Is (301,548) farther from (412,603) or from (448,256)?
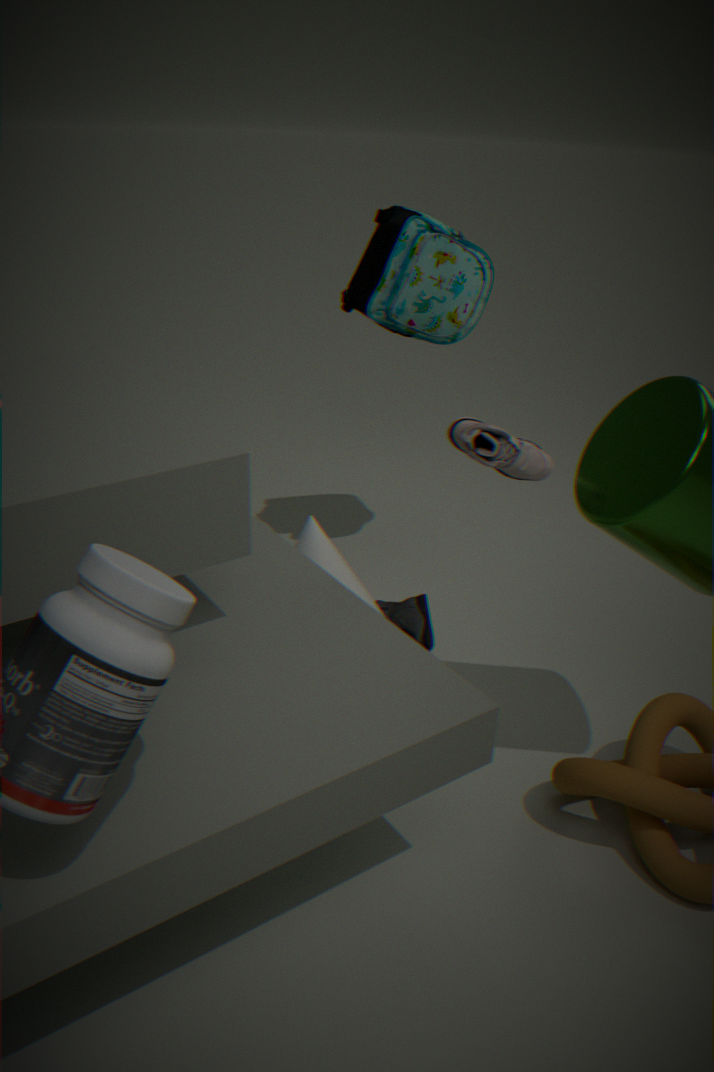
(448,256)
